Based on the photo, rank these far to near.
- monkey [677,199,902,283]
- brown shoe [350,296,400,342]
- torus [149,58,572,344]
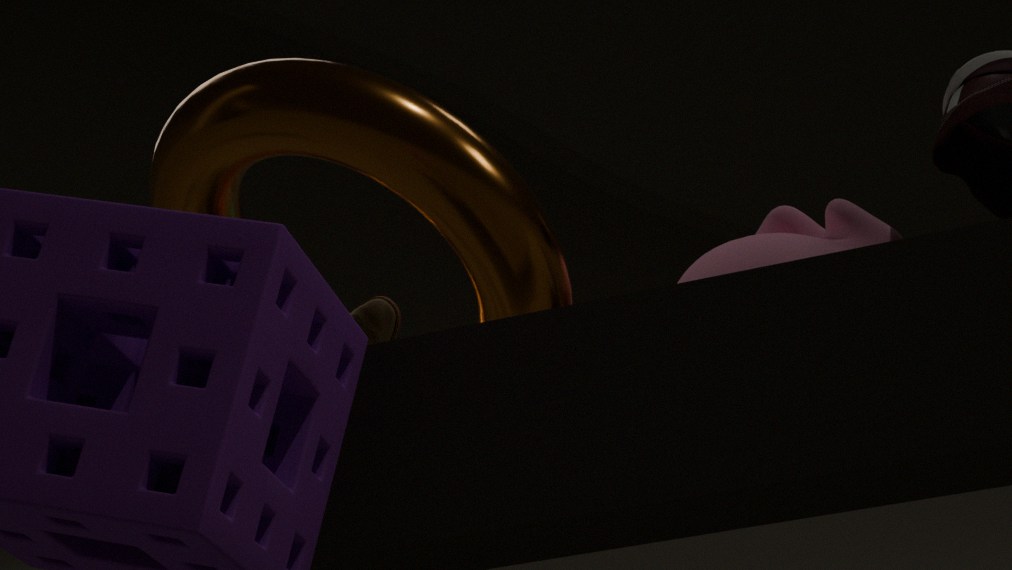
1. brown shoe [350,296,400,342]
2. monkey [677,199,902,283]
3. torus [149,58,572,344]
